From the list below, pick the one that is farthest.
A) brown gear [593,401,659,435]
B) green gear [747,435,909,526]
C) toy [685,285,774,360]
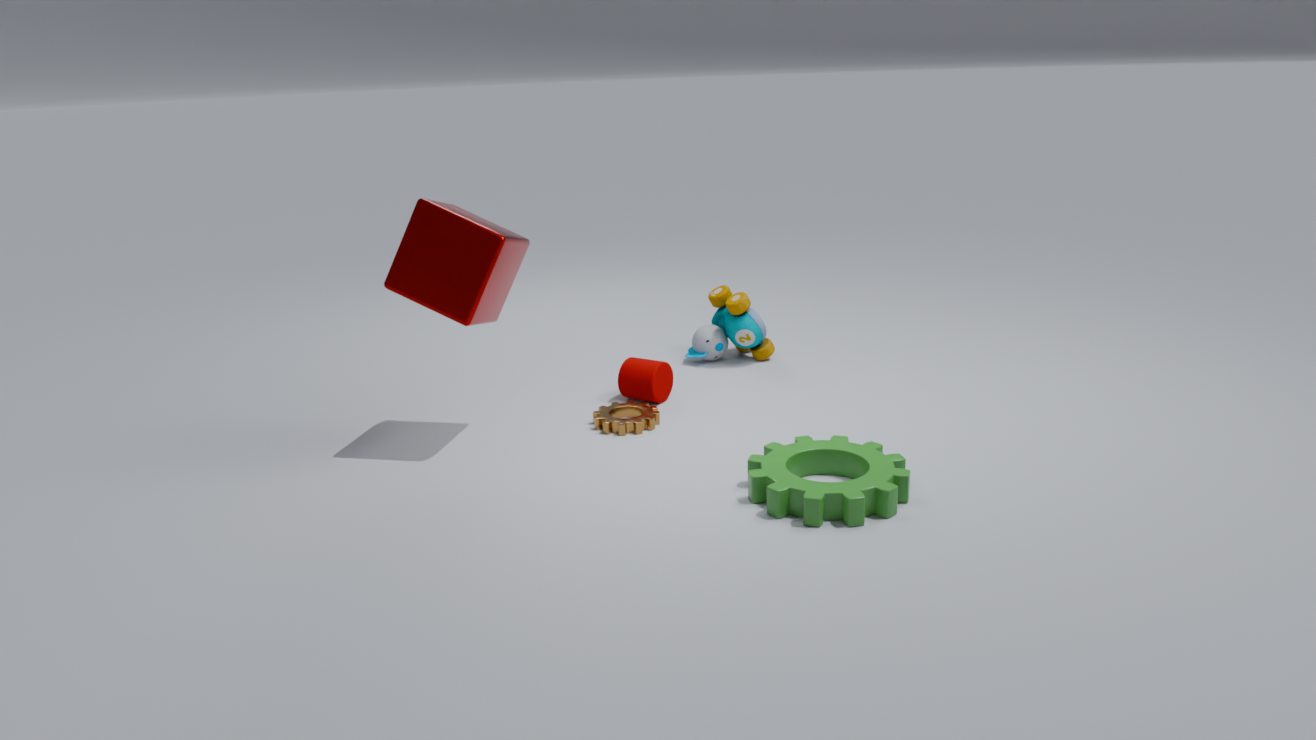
toy [685,285,774,360]
